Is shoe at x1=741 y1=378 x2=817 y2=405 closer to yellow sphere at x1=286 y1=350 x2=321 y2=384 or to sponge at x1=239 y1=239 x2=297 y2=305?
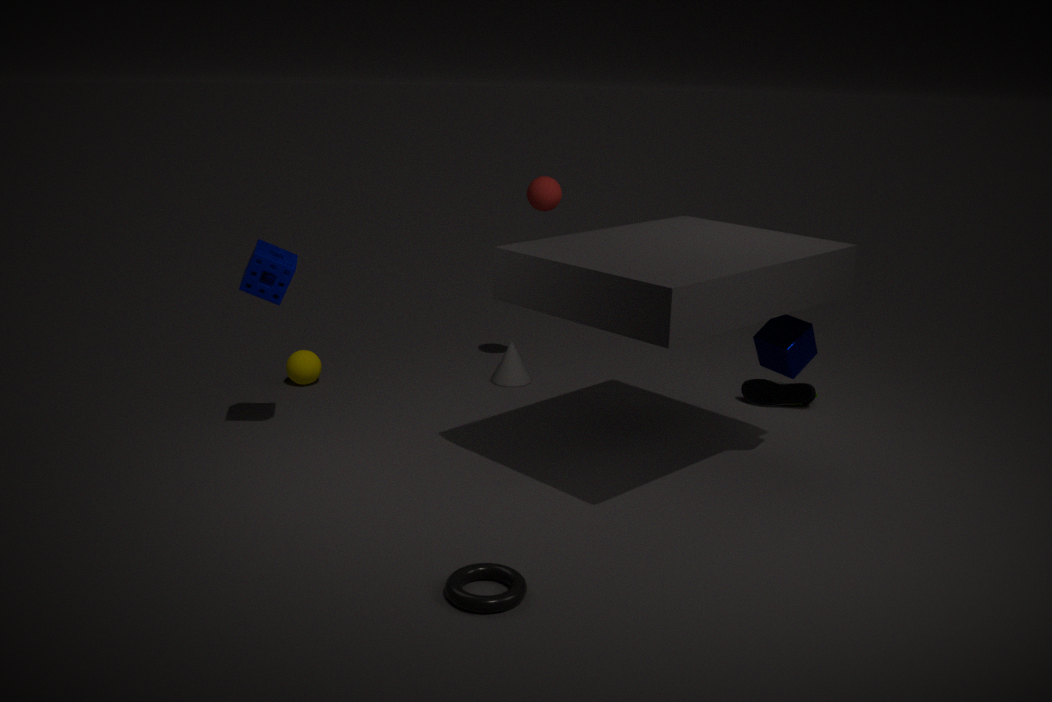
yellow sphere at x1=286 y1=350 x2=321 y2=384
